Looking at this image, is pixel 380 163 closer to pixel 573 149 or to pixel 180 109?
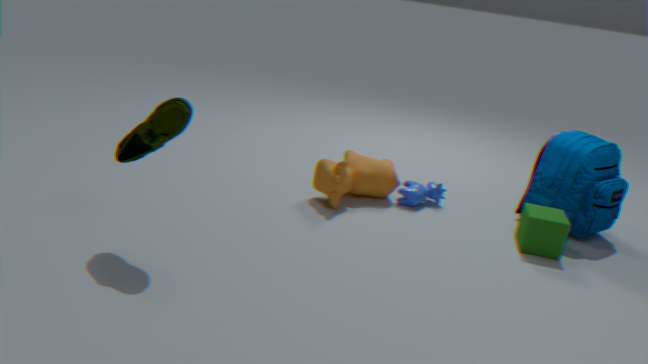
pixel 573 149
